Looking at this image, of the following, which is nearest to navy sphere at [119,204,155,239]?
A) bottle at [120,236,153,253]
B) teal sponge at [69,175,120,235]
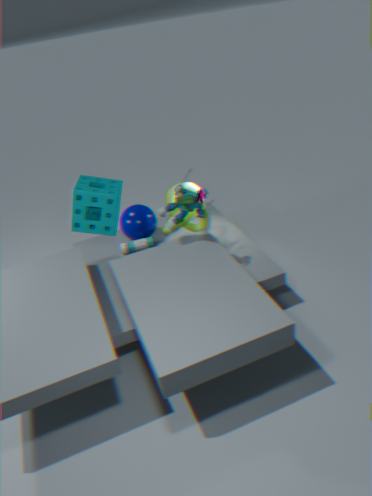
bottle at [120,236,153,253]
